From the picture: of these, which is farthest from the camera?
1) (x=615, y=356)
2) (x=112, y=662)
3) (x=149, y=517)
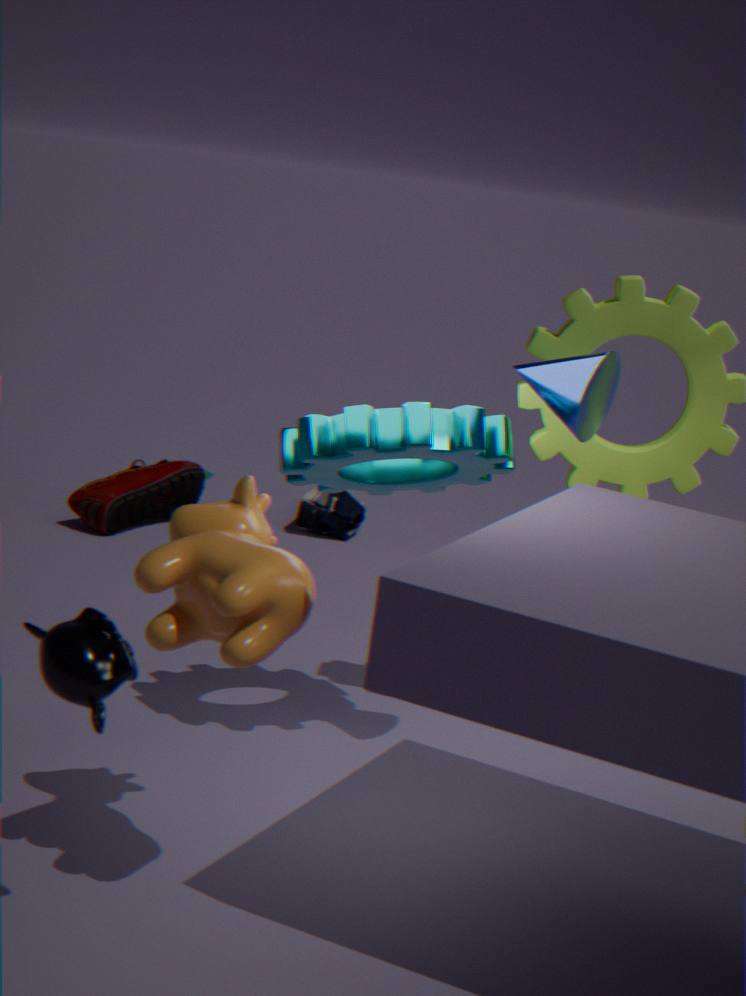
3. (x=149, y=517)
